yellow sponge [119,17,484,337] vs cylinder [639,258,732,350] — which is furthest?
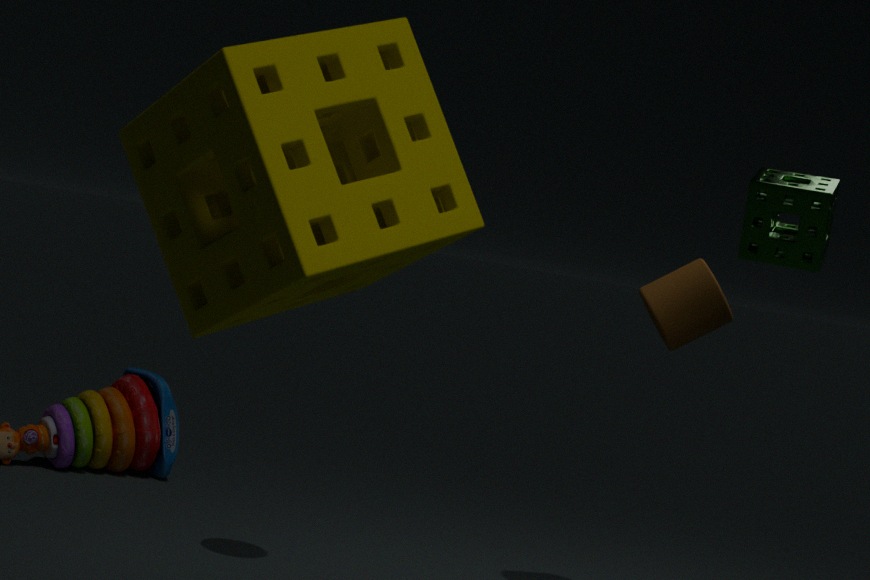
cylinder [639,258,732,350]
